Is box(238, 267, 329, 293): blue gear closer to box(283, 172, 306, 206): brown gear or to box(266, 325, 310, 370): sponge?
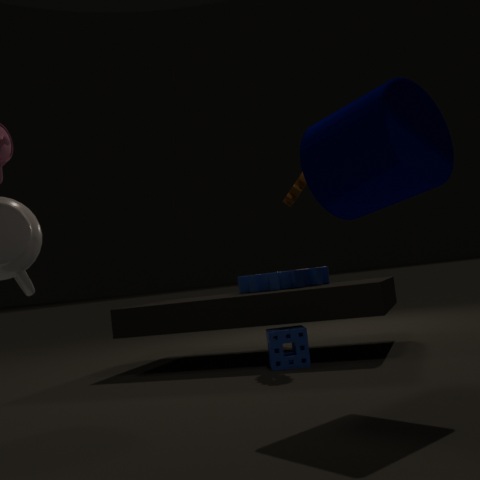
box(266, 325, 310, 370): sponge
